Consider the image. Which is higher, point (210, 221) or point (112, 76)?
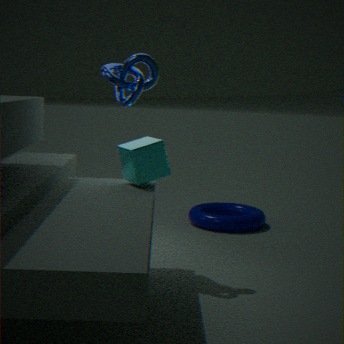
point (112, 76)
